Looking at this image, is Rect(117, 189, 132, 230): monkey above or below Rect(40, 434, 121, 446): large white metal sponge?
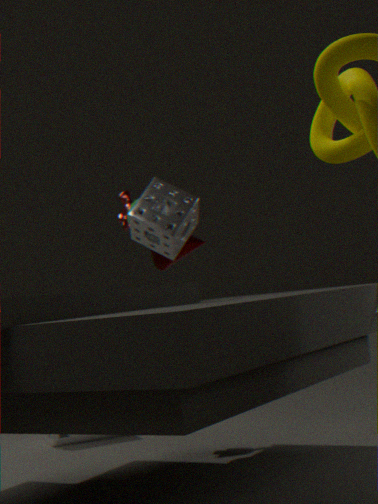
above
